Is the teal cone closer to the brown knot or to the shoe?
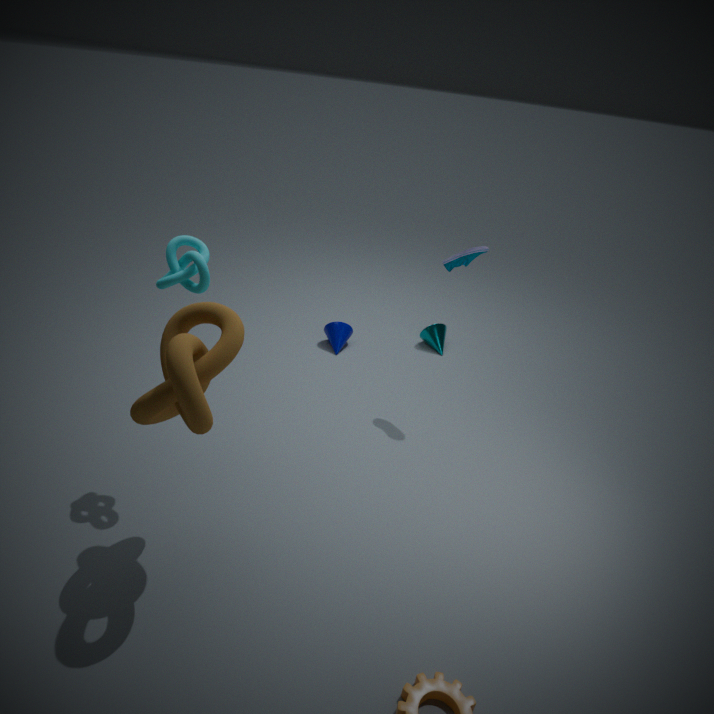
the shoe
